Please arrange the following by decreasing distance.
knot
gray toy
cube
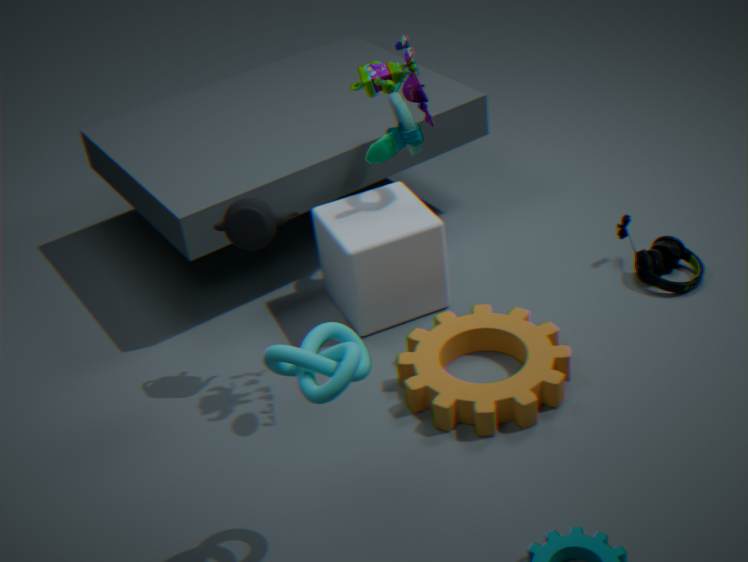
cube < gray toy < knot
